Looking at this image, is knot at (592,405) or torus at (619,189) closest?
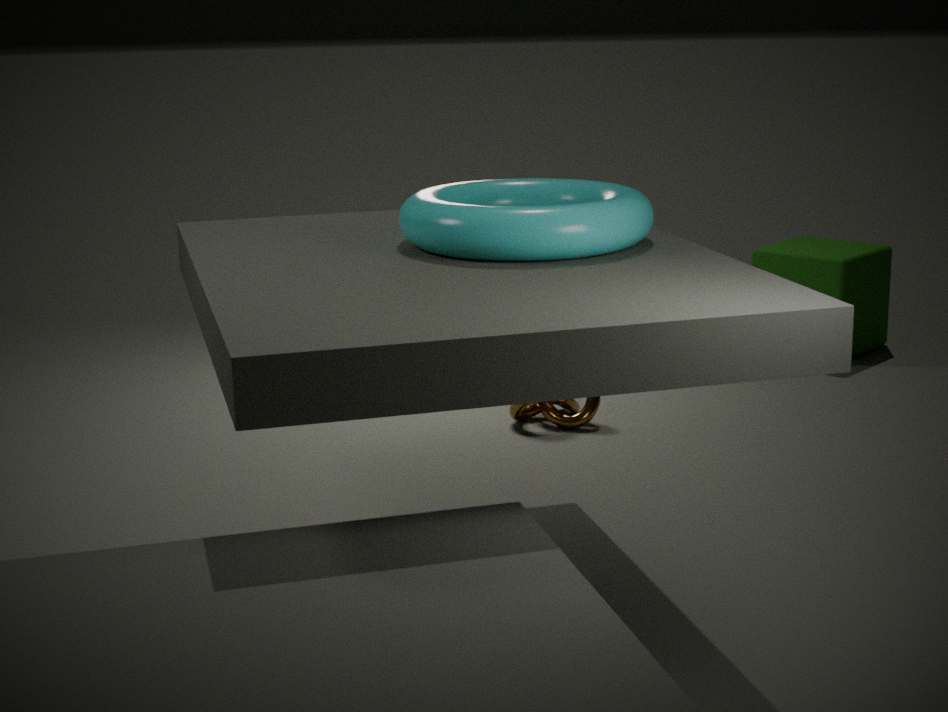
torus at (619,189)
